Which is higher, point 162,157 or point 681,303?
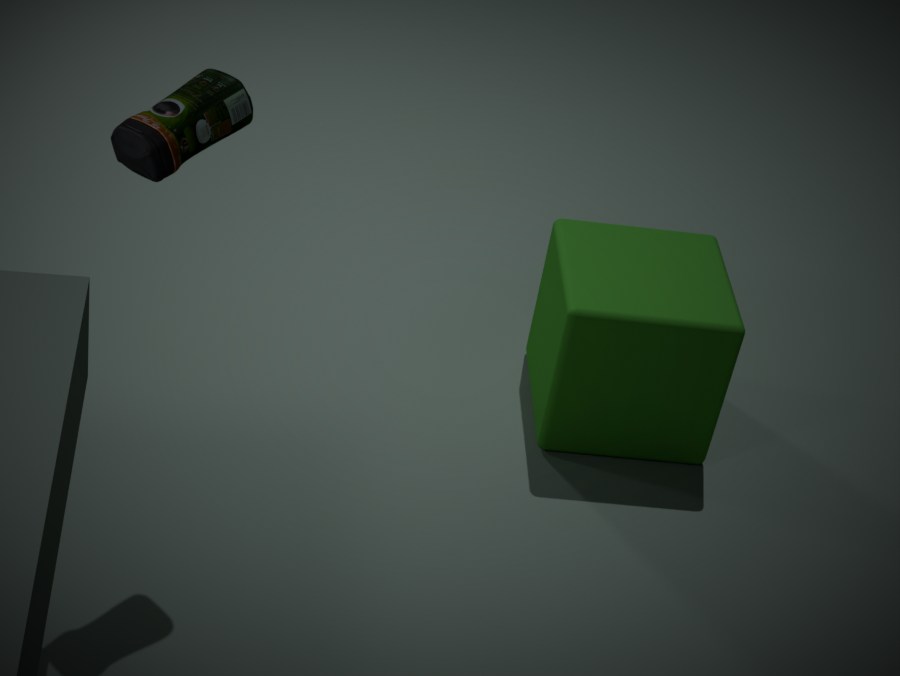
point 162,157
